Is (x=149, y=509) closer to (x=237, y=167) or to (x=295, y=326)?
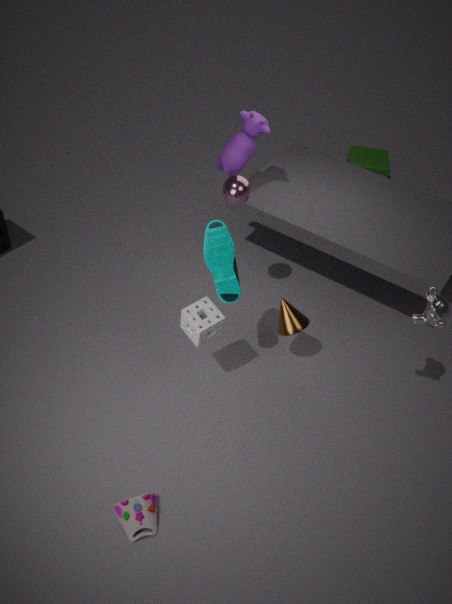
(x=295, y=326)
